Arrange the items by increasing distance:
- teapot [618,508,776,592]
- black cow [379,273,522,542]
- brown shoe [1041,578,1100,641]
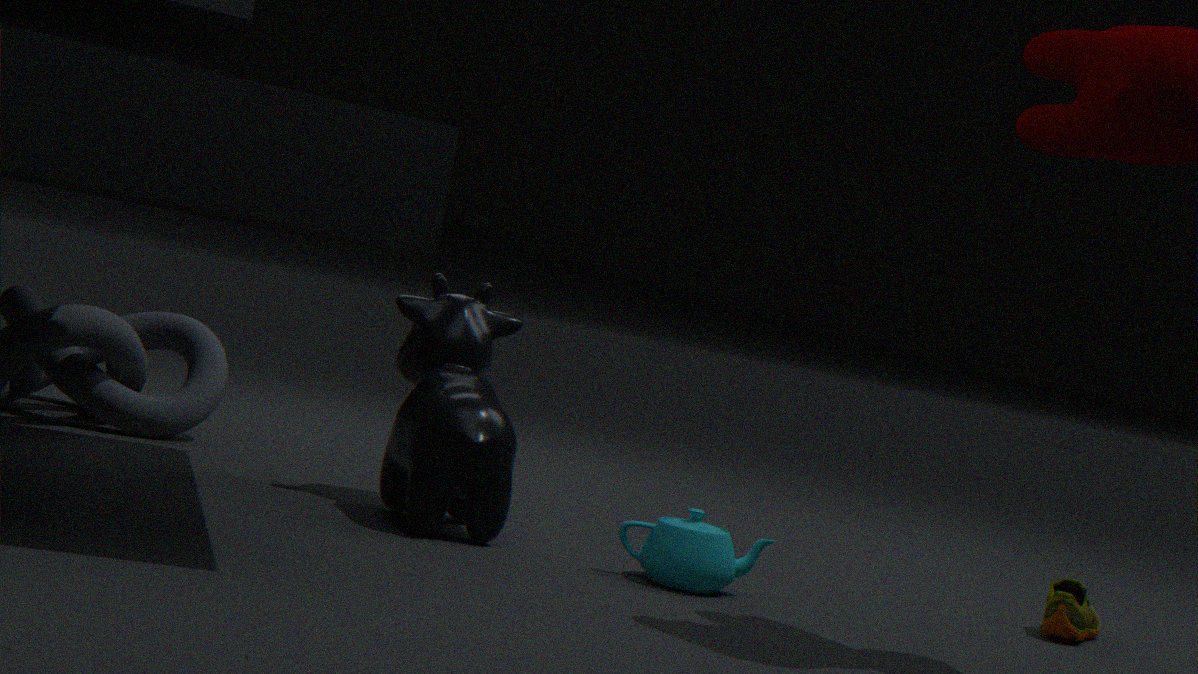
1. teapot [618,508,776,592]
2. black cow [379,273,522,542]
3. brown shoe [1041,578,1100,641]
